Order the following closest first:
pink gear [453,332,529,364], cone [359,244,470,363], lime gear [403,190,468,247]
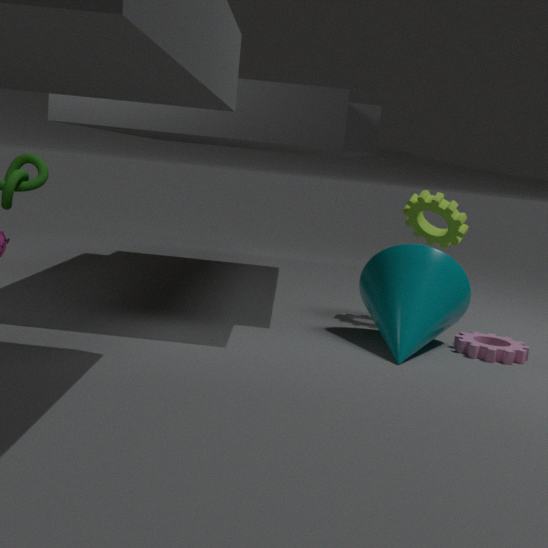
cone [359,244,470,363] < pink gear [453,332,529,364] < lime gear [403,190,468,247]
